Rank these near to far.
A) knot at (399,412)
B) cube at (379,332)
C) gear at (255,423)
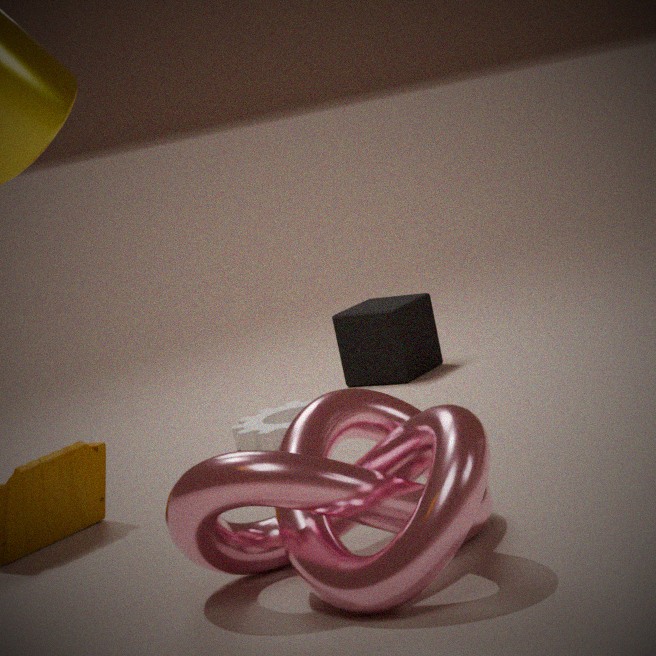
knot at (399,412)
gear at (255,423)
cube at (379,332)
